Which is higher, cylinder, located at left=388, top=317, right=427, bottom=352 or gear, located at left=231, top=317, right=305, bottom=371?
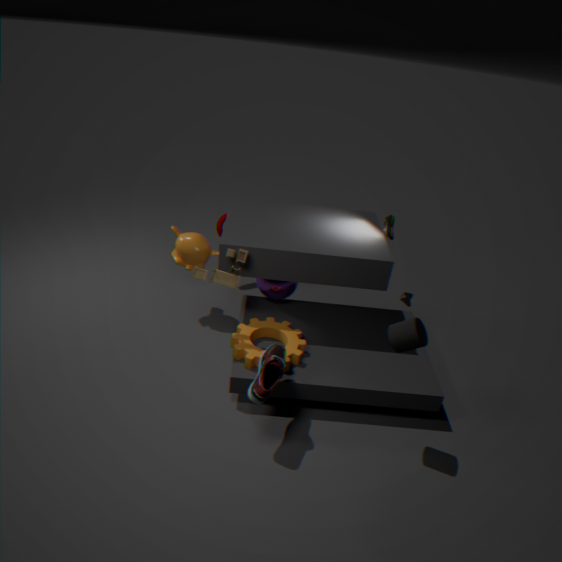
cylinder, located at left=388, top=317, right=427, bottom=352
